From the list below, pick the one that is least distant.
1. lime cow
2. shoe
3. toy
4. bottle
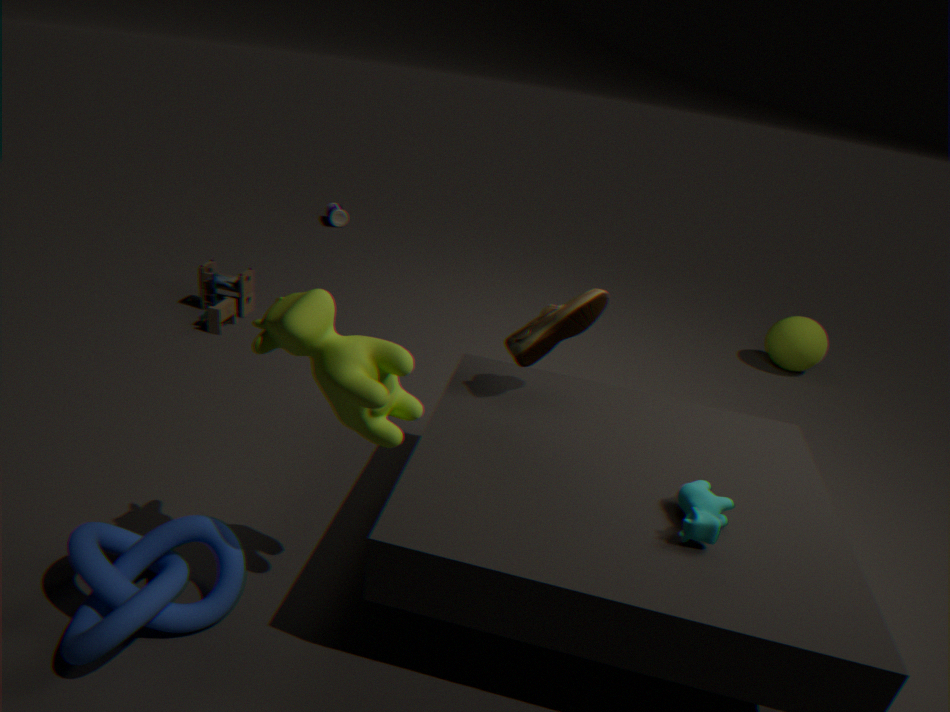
lime cow
